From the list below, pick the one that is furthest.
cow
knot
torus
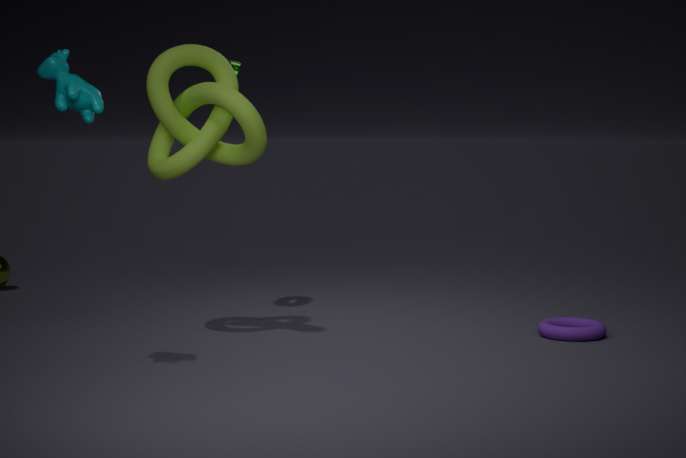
torus
